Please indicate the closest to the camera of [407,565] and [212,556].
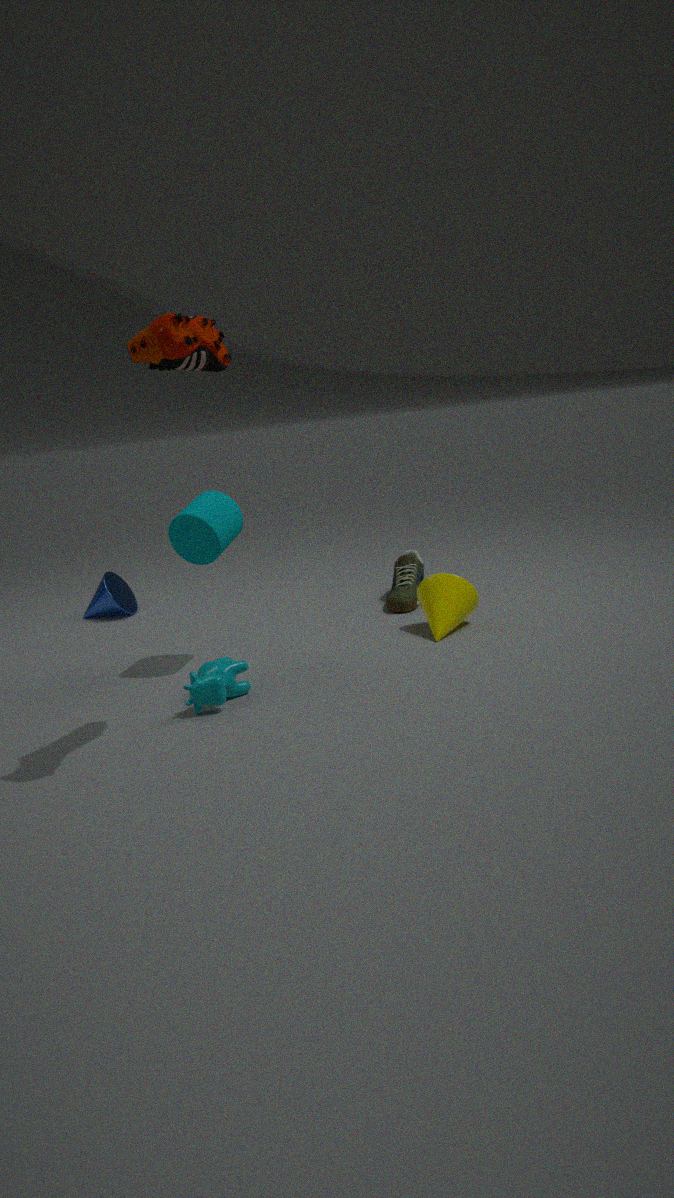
[212,556]
